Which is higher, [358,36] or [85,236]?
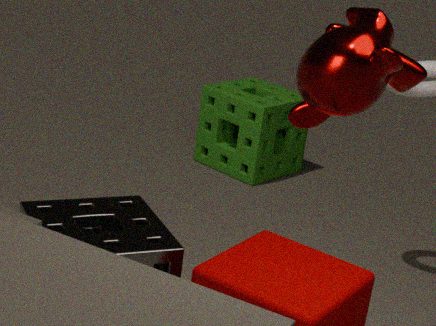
[358,36]
